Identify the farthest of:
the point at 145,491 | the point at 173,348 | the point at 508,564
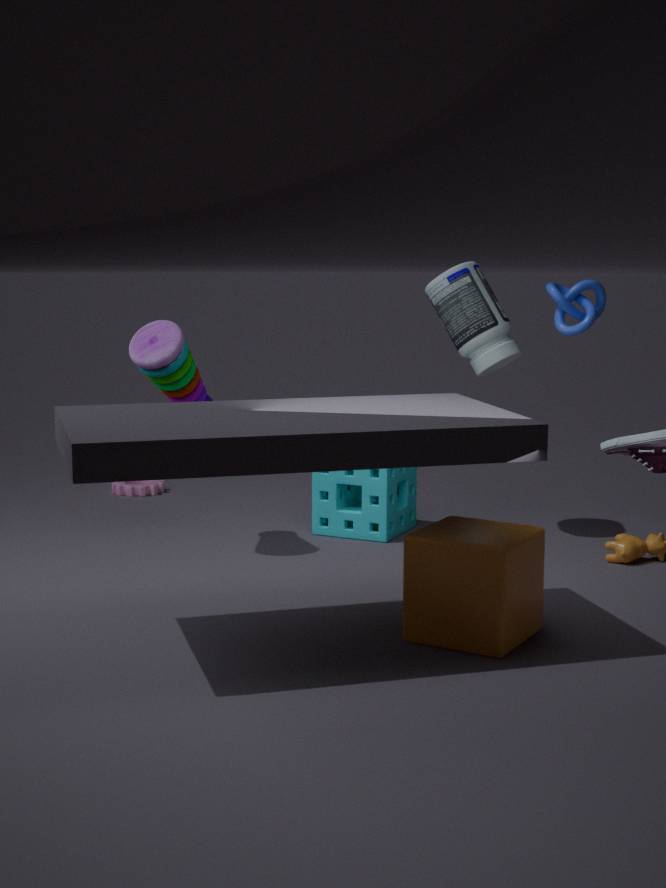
the point at 145,491
